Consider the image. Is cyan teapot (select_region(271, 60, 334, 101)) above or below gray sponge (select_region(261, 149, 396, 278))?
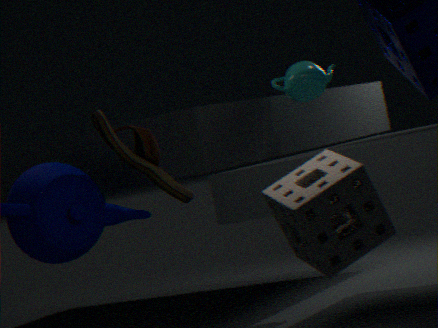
above
